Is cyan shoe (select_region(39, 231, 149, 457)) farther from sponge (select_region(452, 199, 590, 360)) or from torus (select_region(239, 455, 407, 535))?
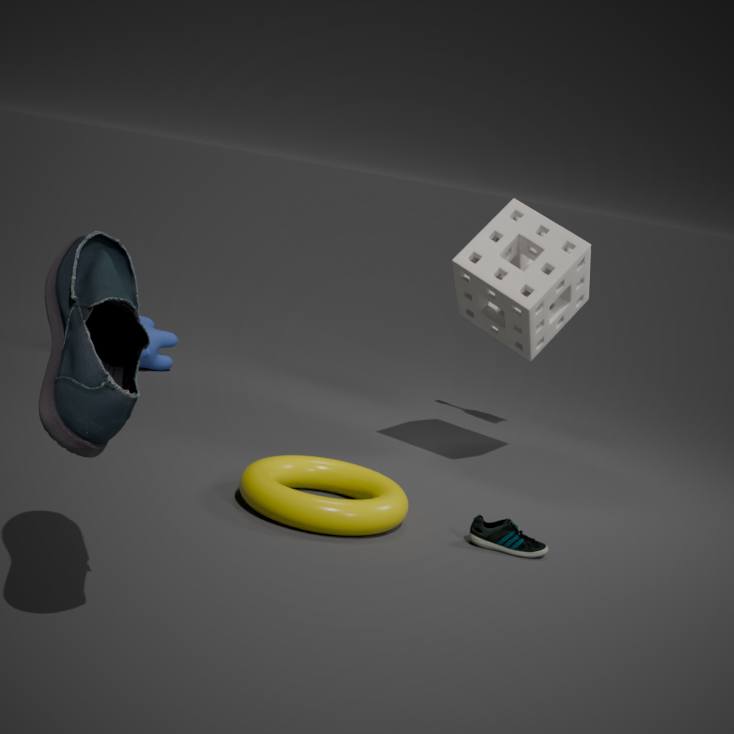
sponge (select_region(452, 199, 590, 360))
